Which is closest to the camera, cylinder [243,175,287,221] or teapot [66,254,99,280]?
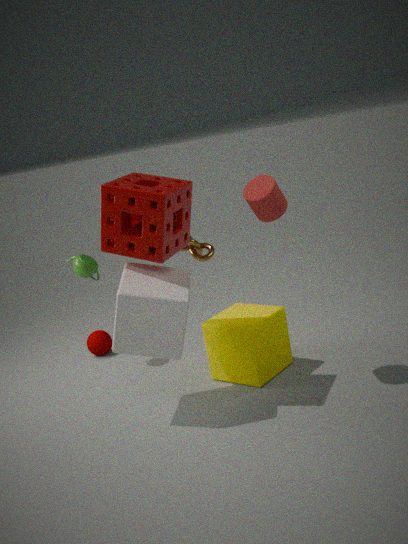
cylinder [243,175,287,221]
